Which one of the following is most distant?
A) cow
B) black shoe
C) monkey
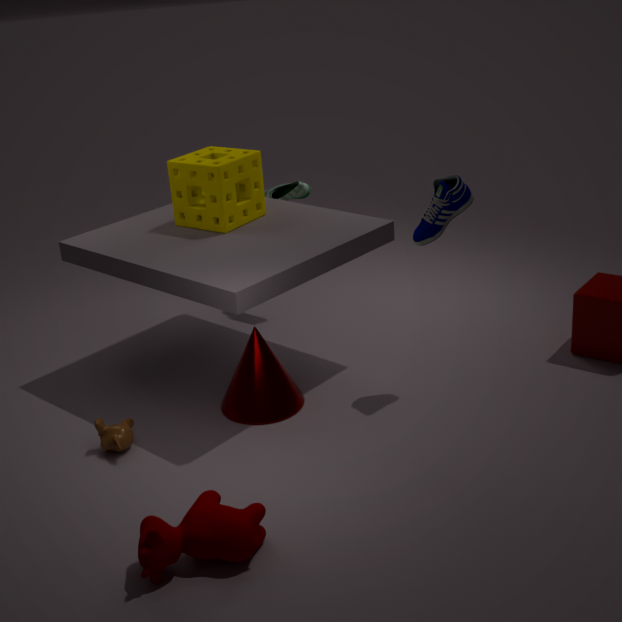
black shoe
